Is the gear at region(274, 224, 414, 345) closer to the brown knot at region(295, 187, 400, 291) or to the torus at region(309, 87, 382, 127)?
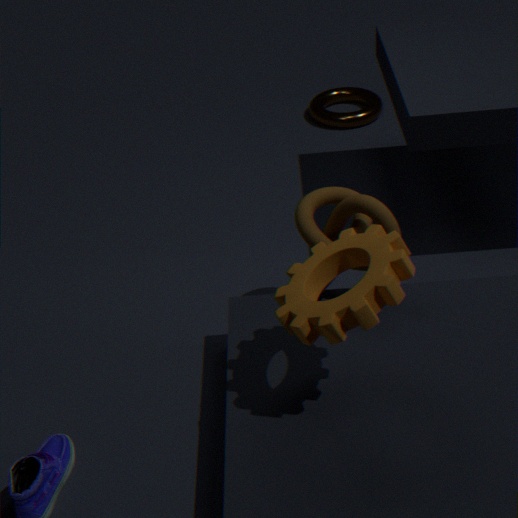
the brown knot at region(295, 187, 400, 291)
